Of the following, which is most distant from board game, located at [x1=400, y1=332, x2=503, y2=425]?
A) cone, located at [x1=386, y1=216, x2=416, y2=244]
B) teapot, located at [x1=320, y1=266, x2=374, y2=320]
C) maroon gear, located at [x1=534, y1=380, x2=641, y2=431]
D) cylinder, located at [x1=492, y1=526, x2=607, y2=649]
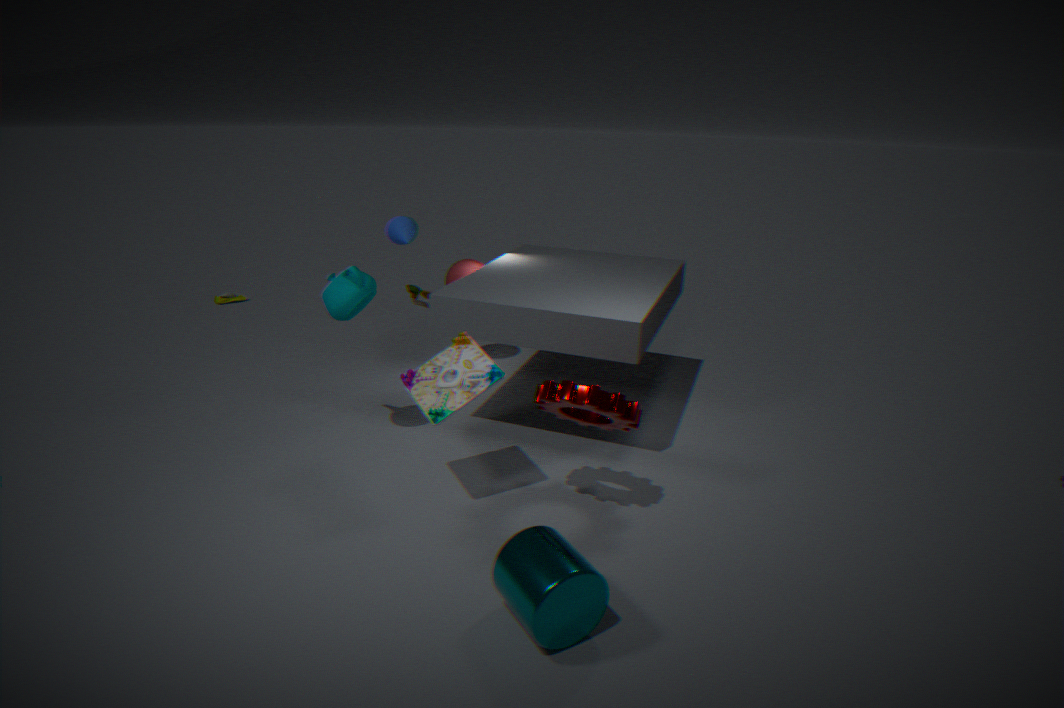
cone, located at [x1=386, y1=216, x2=416, y2=244]
